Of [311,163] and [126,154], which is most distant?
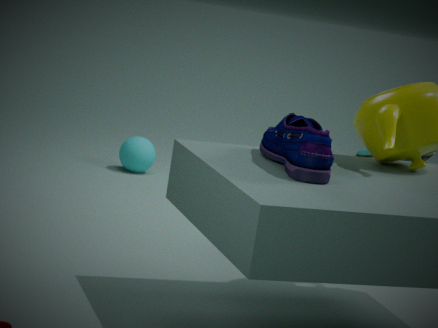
[126,154]
